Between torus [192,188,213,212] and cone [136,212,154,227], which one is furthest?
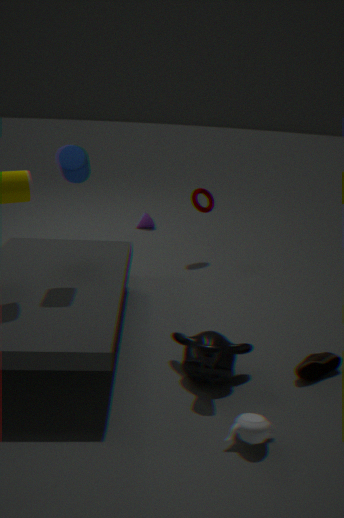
cone [136,212,154,227]
